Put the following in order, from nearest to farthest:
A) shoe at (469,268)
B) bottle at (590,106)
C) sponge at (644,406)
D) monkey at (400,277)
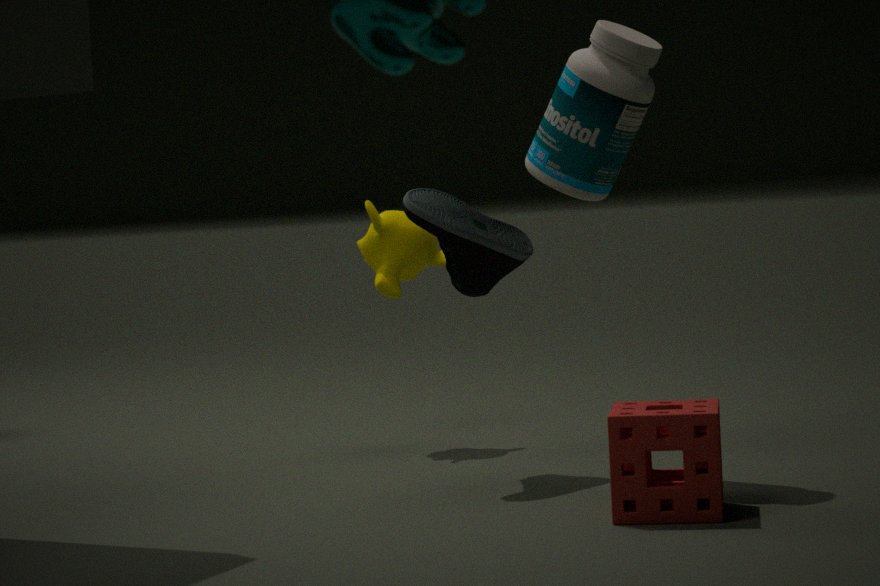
C. sponge at (644,406) → B. bottle at (590,106) → A. shoe at (469,268) → D. monkey at (400,277)
